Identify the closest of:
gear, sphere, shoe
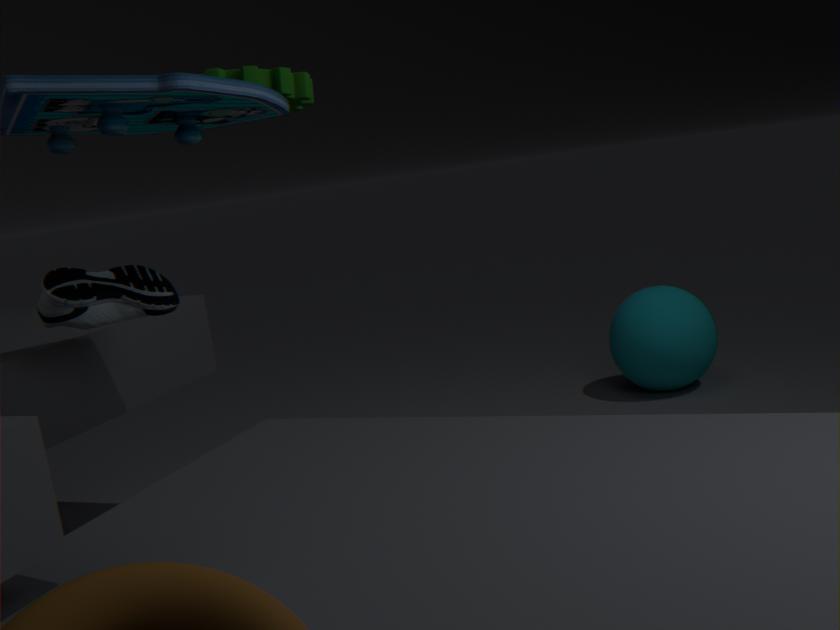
gear
